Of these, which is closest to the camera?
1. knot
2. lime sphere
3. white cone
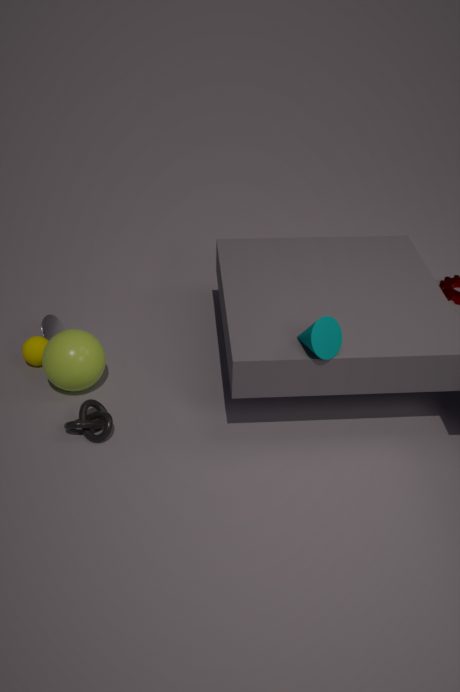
knot
